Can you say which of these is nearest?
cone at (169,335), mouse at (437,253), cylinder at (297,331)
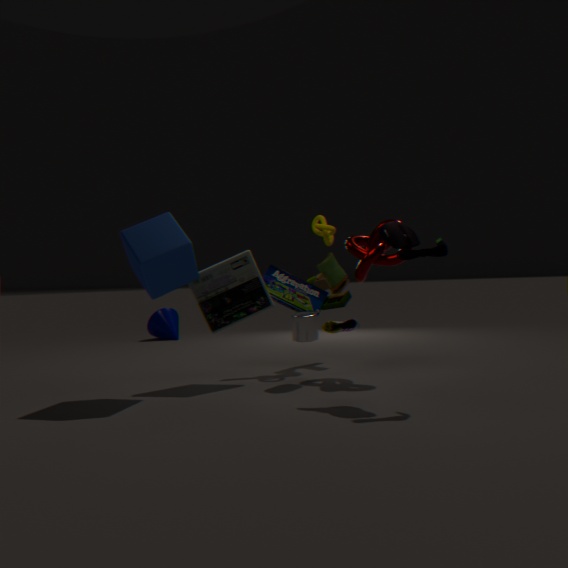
mouse at (437,253)
